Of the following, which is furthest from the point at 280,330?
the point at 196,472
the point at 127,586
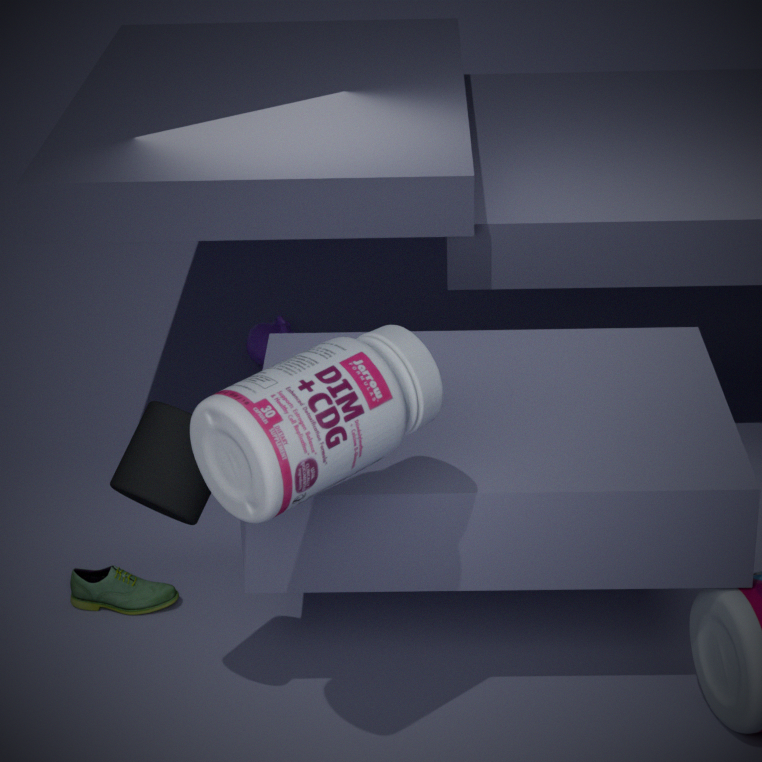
the point at 196,472
